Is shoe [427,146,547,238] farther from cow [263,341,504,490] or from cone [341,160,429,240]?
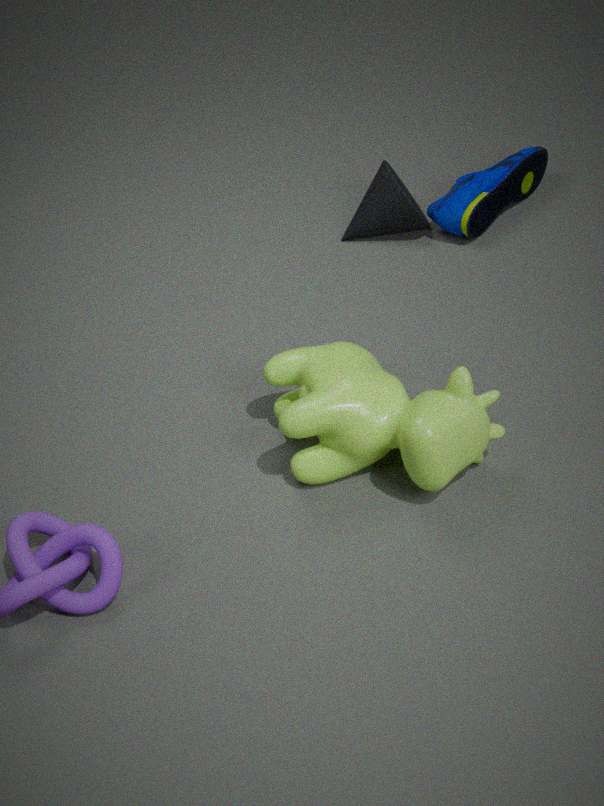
cow [263,341,504,490]
